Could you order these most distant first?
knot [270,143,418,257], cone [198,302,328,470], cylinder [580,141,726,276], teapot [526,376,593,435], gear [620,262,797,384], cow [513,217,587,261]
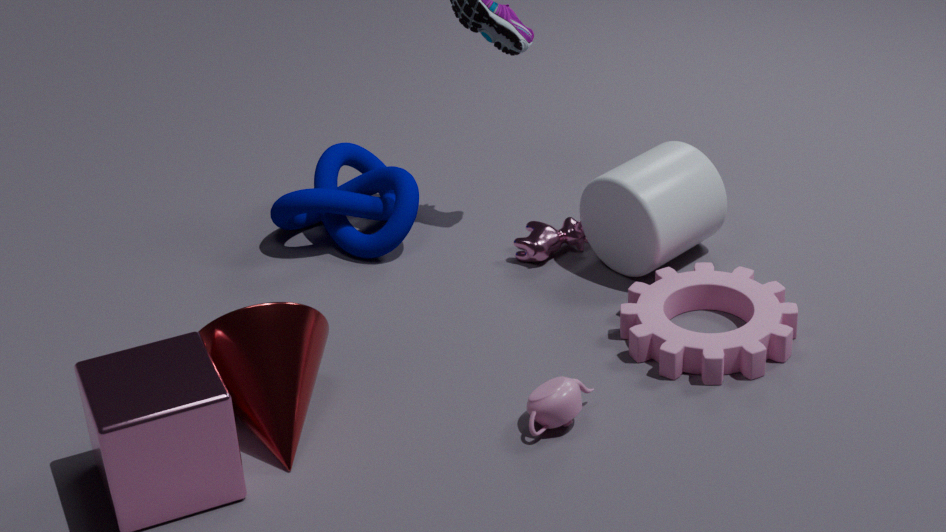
knot [270,143,418,257] → cow [513,217,587,261] → cylinder [580,141,726,276] → gear [620,262,797,384] → teapot [526,376,593,435] → cone [198,302,328,470]
